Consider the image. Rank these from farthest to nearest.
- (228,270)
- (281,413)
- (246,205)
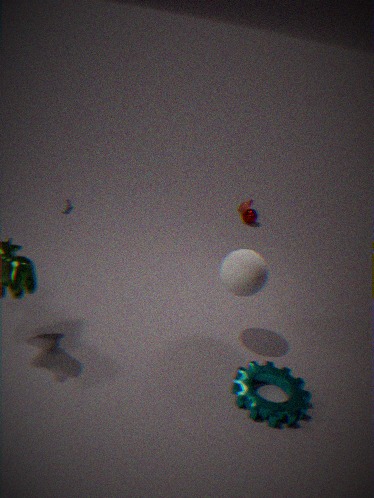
(246,205) → (228,270) → (281,413)
